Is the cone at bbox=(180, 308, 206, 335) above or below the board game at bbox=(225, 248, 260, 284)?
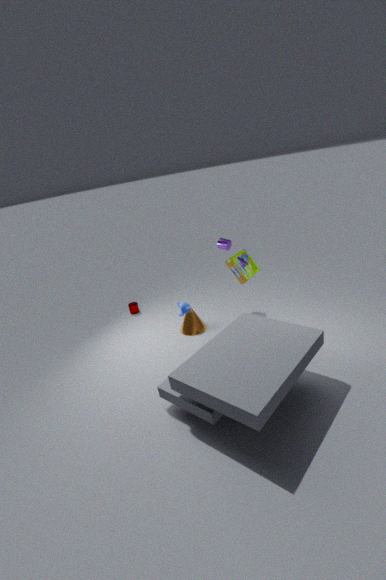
below
